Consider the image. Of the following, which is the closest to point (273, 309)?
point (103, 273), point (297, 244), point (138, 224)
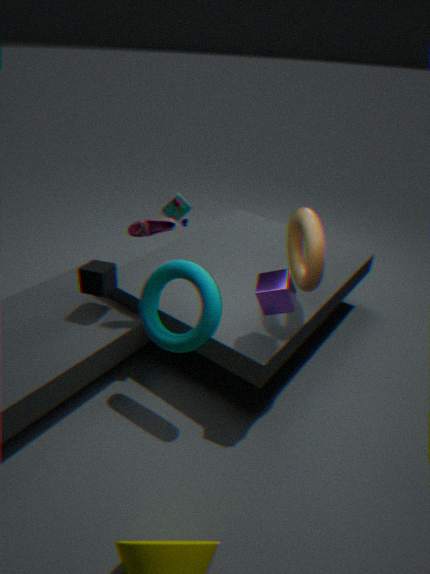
point (297, 244)
